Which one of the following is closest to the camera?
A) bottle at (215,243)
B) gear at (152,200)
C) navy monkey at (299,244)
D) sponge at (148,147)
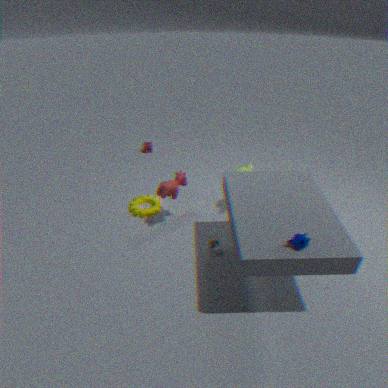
navy monkey at (299,244)
